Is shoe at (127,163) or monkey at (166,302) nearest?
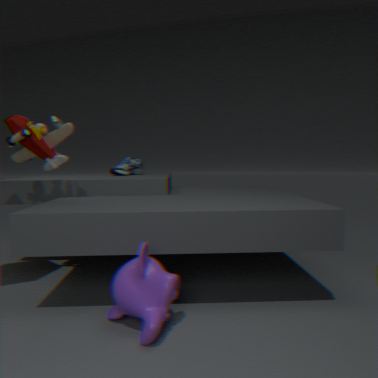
monkey at (166,302)
